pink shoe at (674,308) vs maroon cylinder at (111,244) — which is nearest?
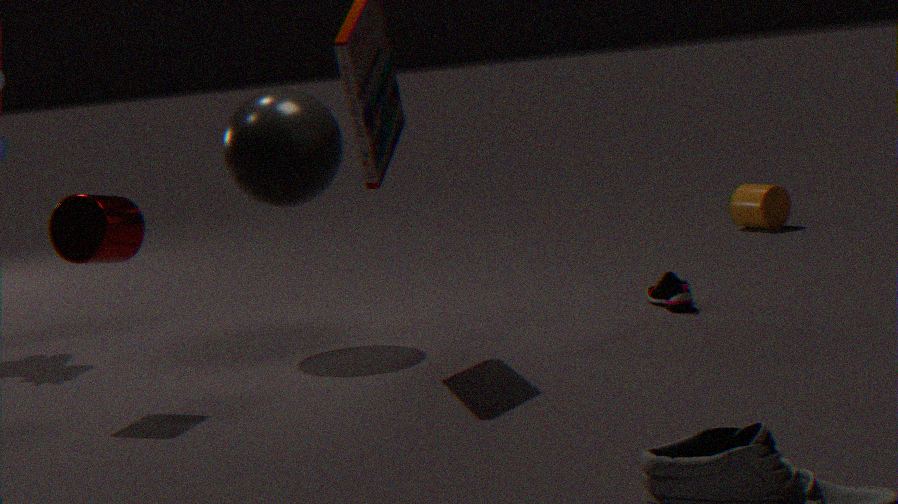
maroon cylinder at (111,244)
